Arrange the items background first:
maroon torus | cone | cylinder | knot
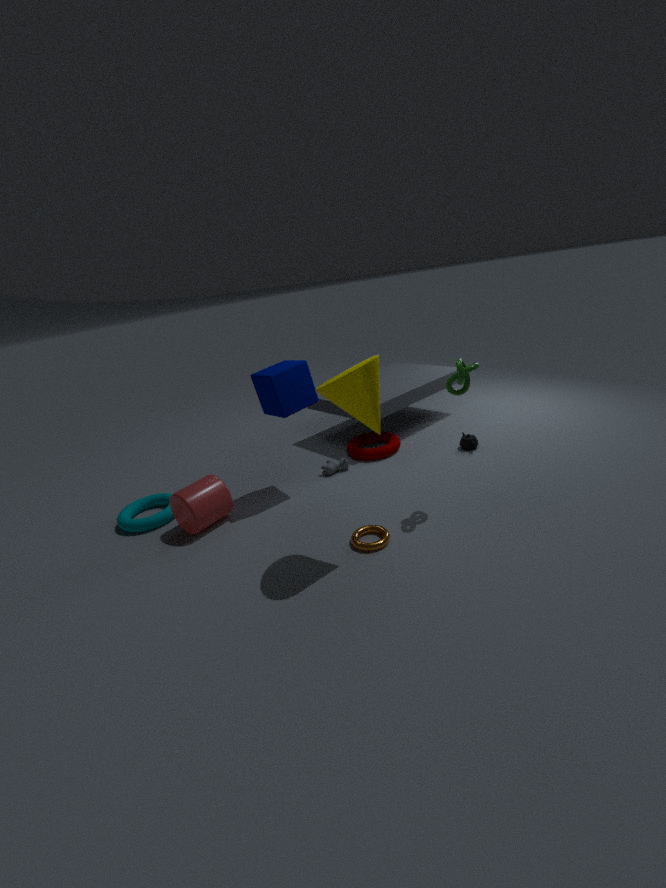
maroon torus < cylinder < knot < cone
